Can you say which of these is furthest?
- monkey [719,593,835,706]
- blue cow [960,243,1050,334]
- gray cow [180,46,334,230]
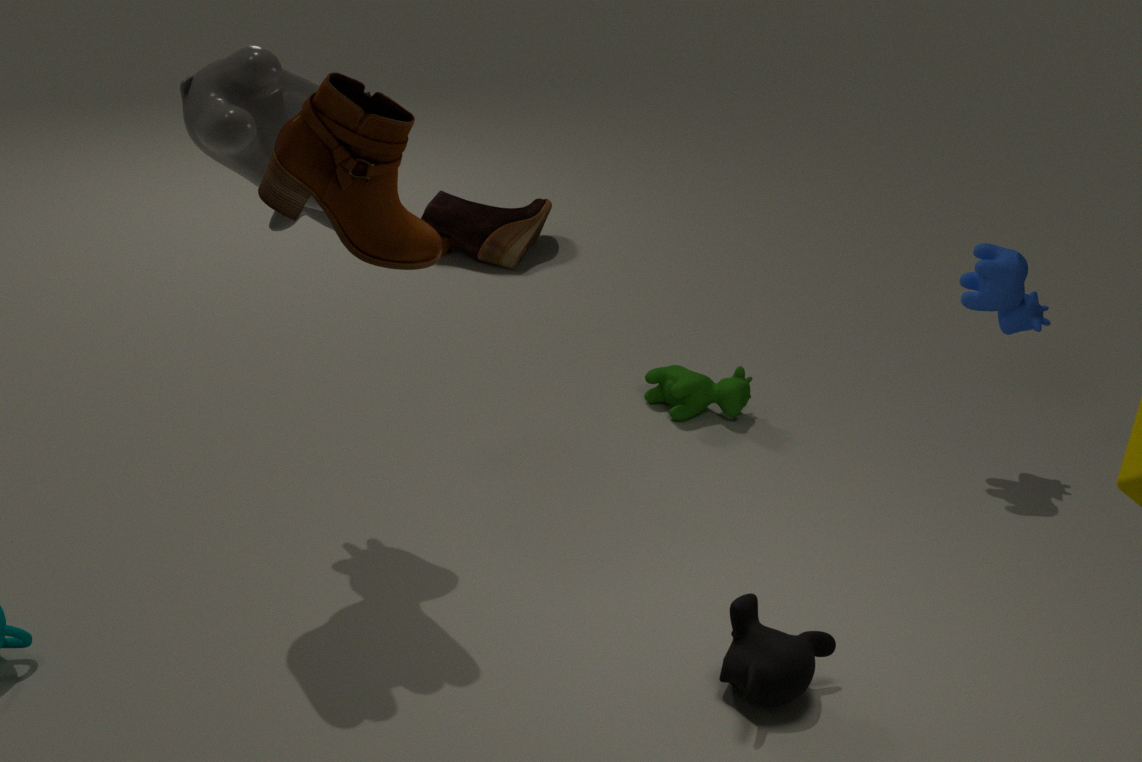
blue cow [960,243,1050,334]
